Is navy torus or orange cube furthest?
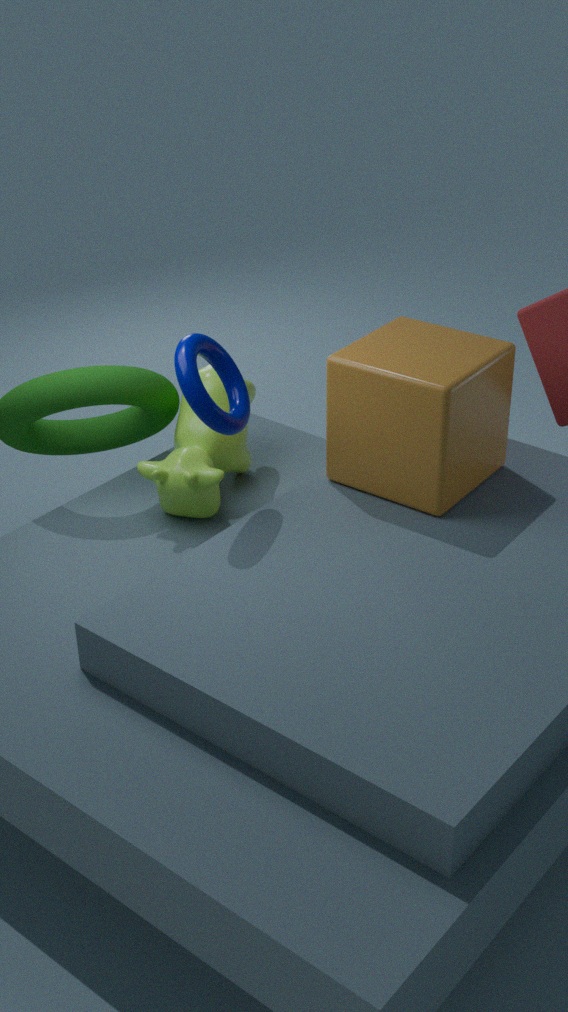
orange cube
